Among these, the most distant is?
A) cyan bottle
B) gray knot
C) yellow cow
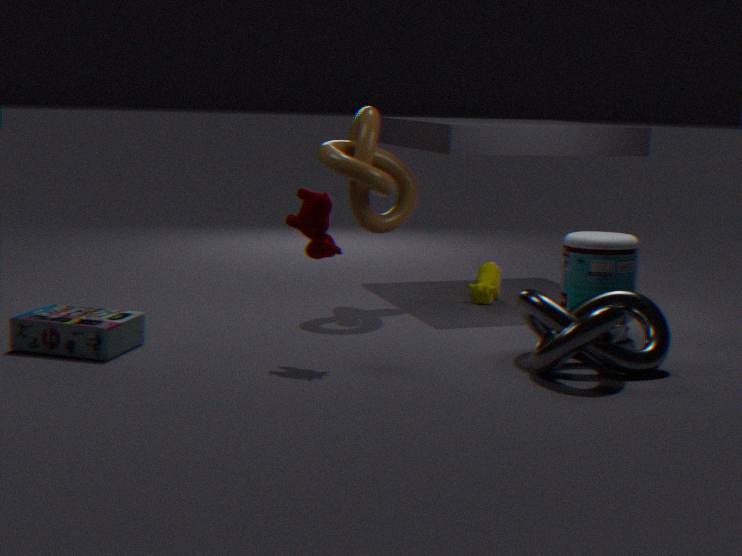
yellow cow
